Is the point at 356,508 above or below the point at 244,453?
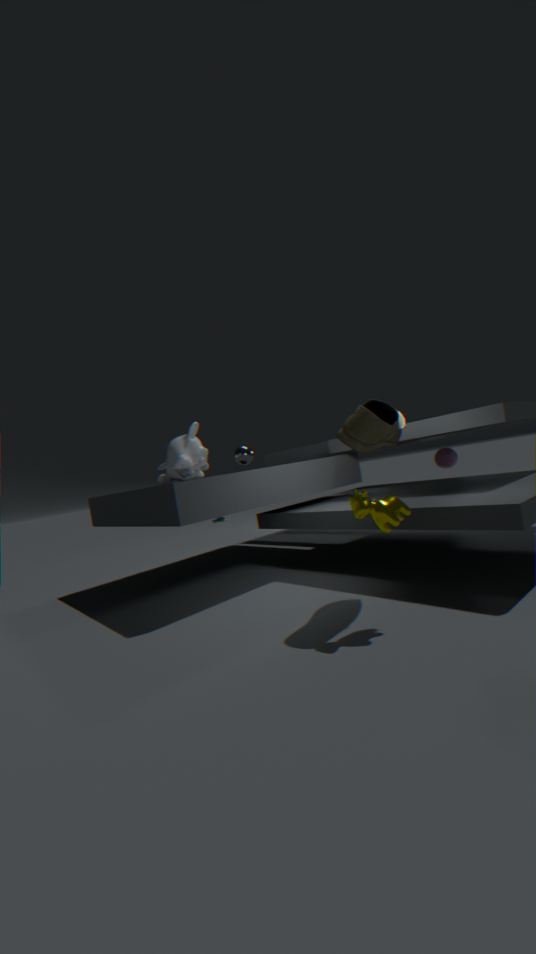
below
